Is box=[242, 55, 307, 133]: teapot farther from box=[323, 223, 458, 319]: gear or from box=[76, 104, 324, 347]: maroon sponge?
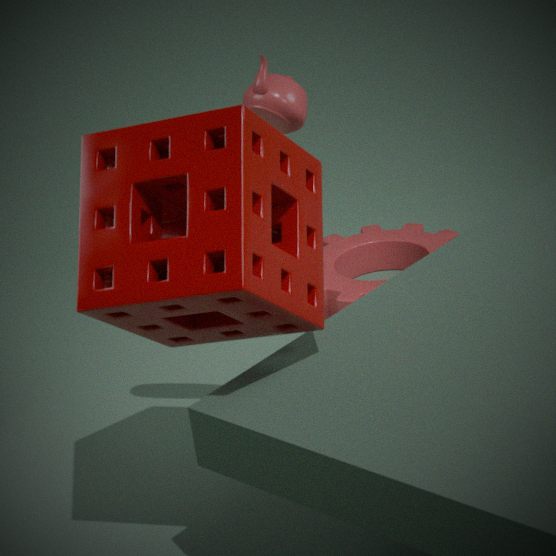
box=[323, 223, 458, 319]: gear
